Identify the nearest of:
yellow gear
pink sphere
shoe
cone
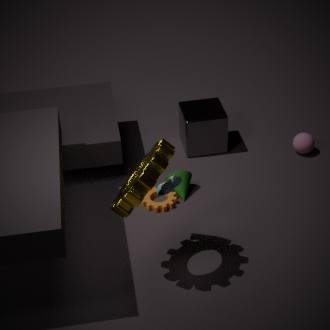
yellow gear
